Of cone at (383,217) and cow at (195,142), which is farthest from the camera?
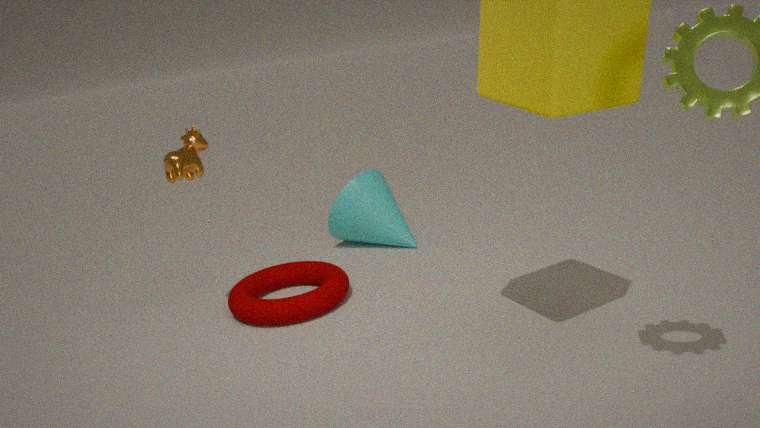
cone at (383,217)
